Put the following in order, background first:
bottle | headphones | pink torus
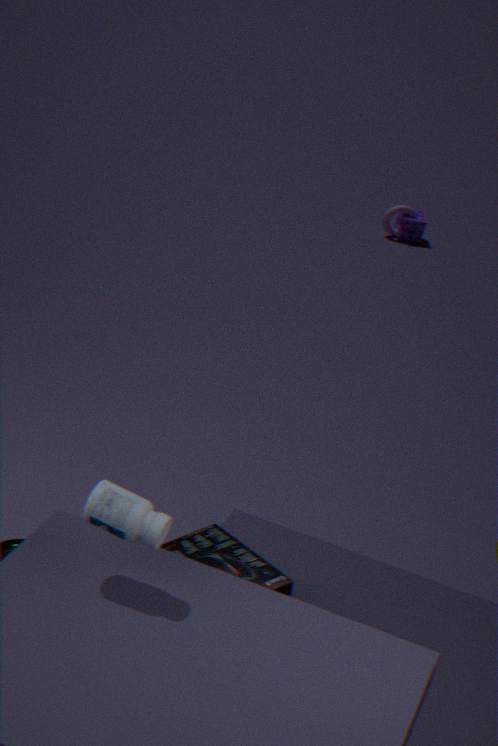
pink torus → headphones → bottle
